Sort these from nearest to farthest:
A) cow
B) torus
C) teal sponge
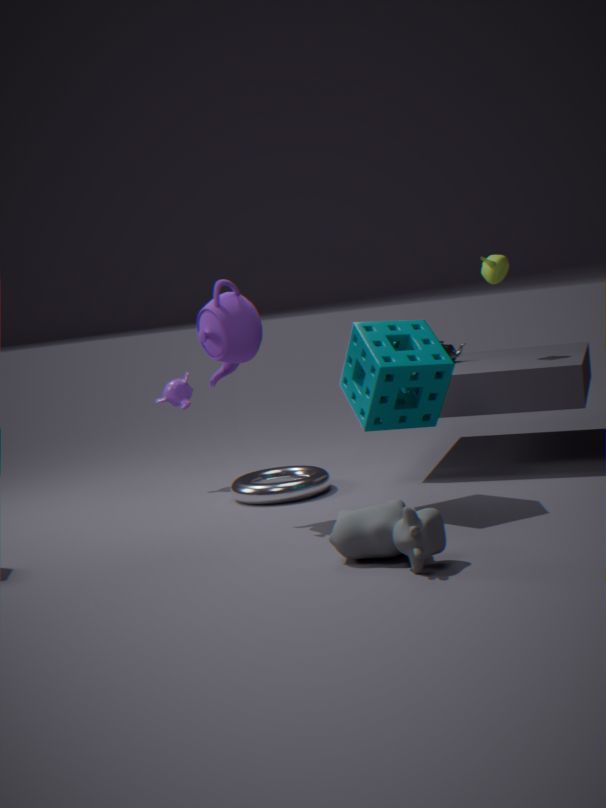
cow < teal sponge < torus
